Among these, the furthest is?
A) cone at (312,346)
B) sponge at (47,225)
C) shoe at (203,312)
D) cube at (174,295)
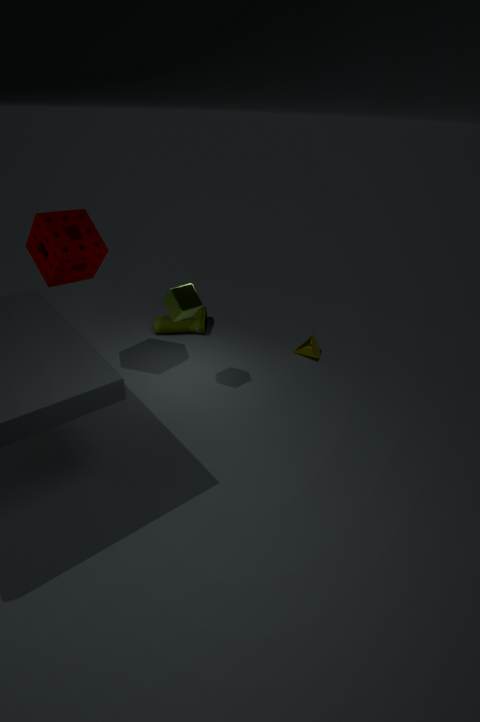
shoe at (203,312)
